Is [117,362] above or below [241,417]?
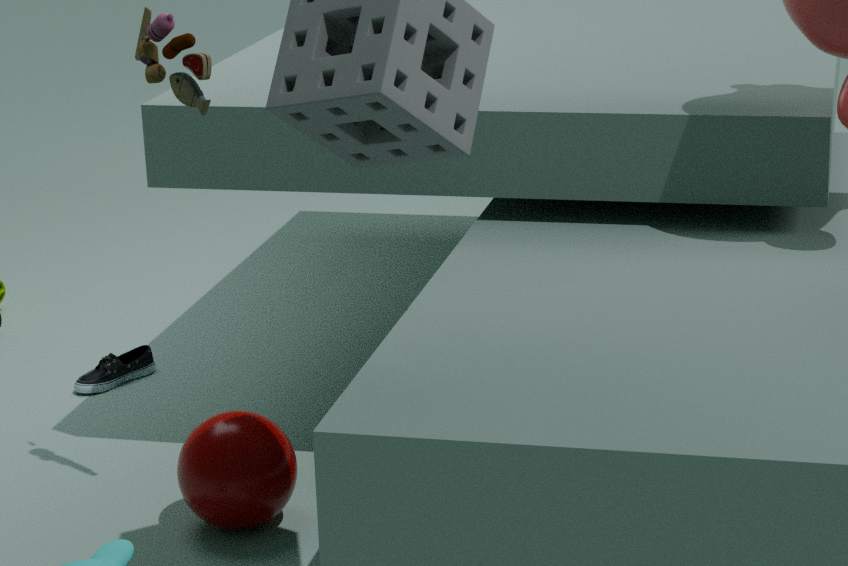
below
